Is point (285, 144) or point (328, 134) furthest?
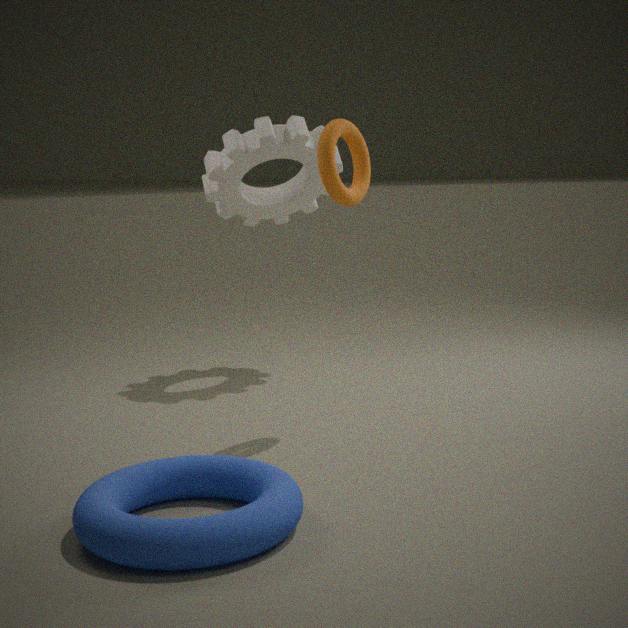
point (285, 144)
